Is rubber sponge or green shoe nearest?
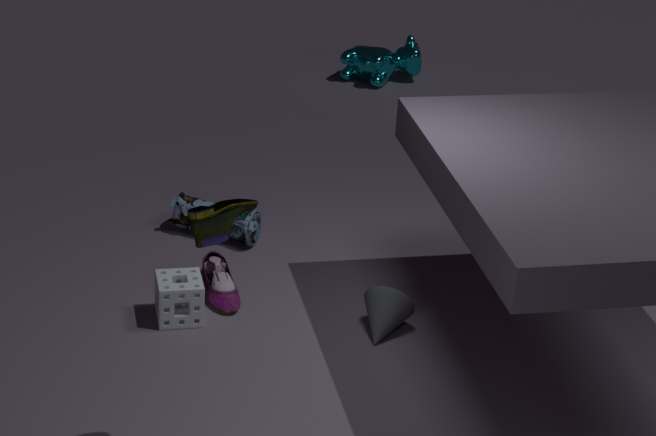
green shoe
